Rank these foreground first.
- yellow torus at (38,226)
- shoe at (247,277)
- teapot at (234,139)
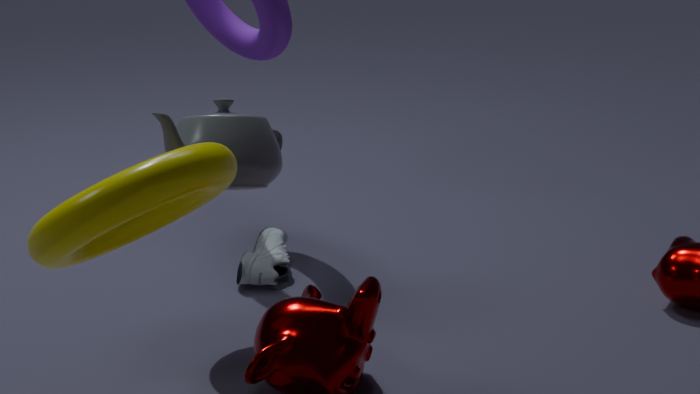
1. yellow torus at (38,226)
2. teapot at (234,139)
3. shoe at (247,277)
